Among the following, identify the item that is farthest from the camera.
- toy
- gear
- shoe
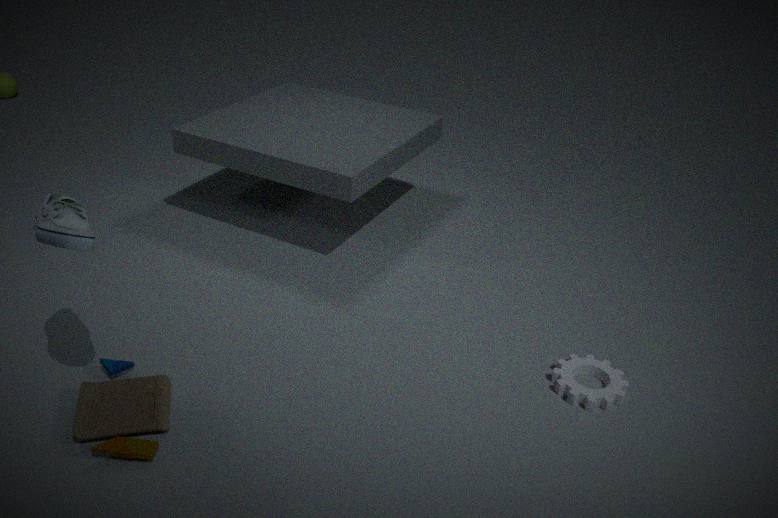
gear
